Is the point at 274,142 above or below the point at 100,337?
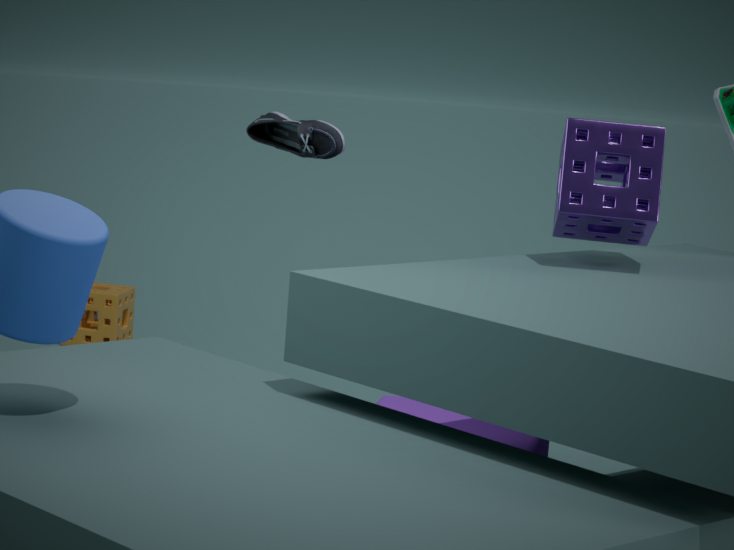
above
